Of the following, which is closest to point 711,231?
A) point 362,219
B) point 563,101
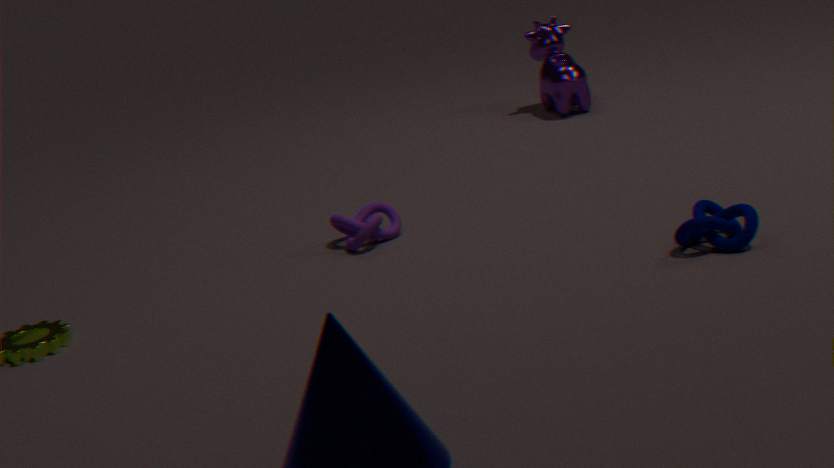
point 362,219
